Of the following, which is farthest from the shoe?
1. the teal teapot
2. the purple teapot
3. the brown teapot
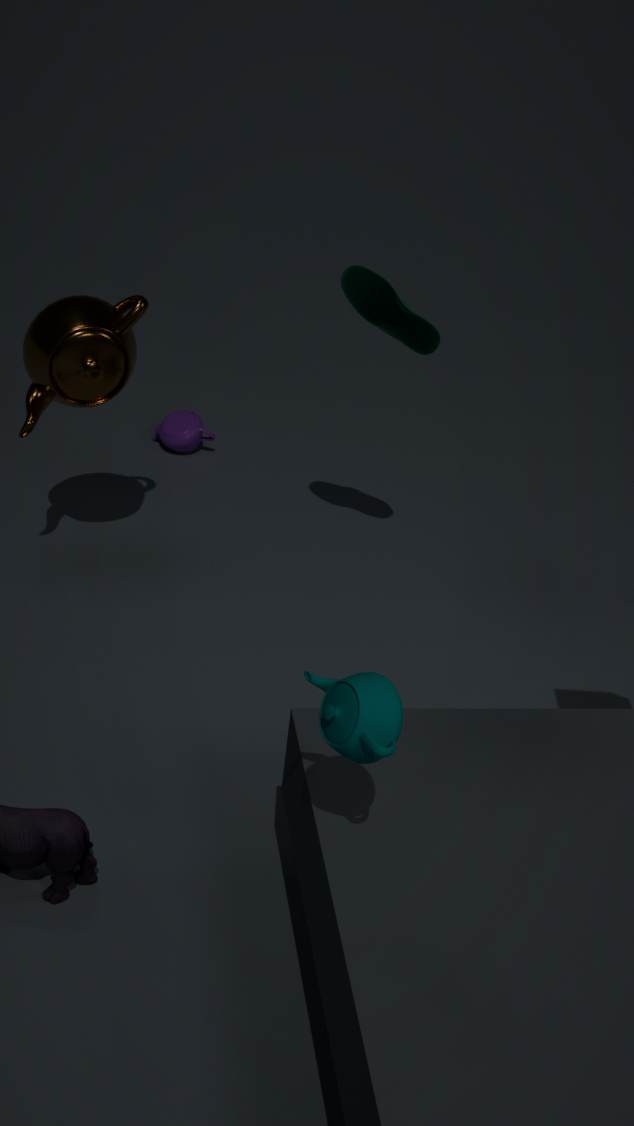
the teal teapot
